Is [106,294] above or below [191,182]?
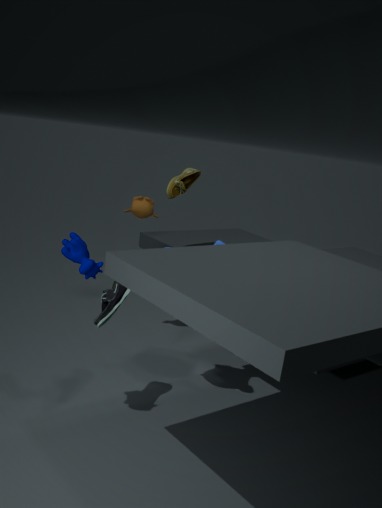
below
